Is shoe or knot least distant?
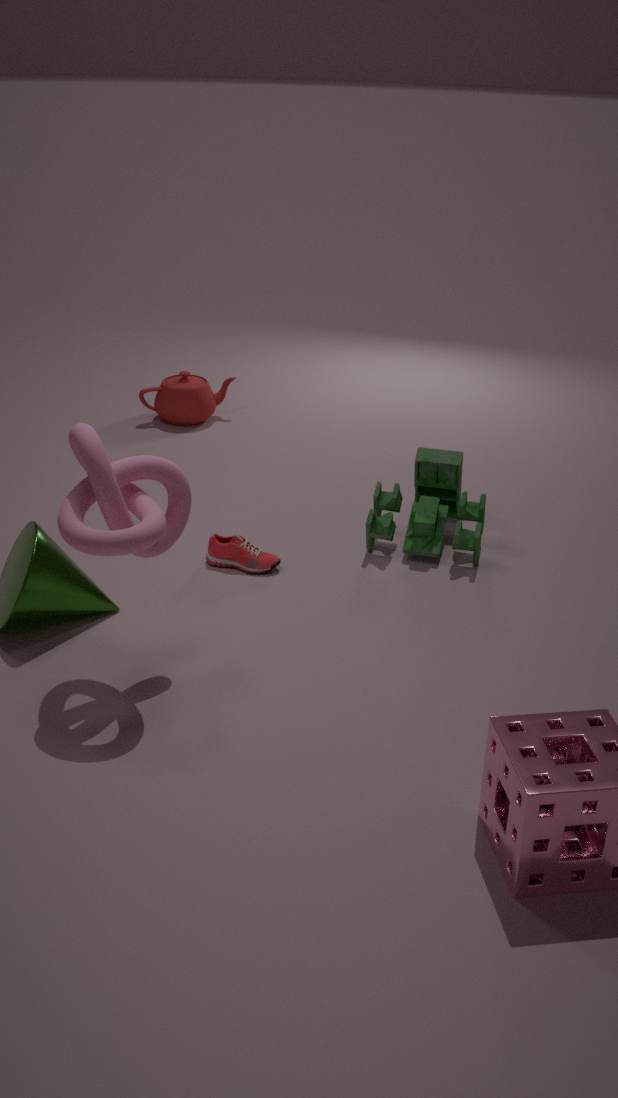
knot
